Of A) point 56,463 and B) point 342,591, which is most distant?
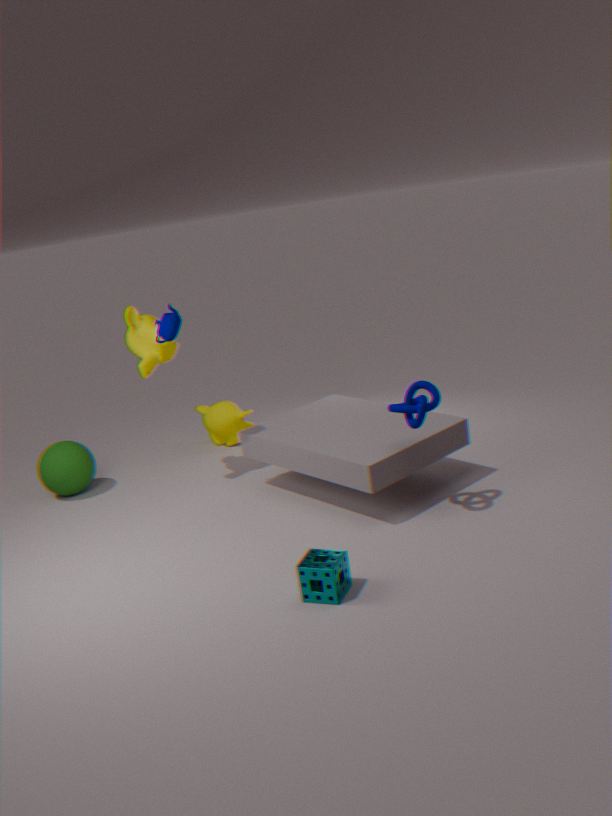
A. point 56,463
